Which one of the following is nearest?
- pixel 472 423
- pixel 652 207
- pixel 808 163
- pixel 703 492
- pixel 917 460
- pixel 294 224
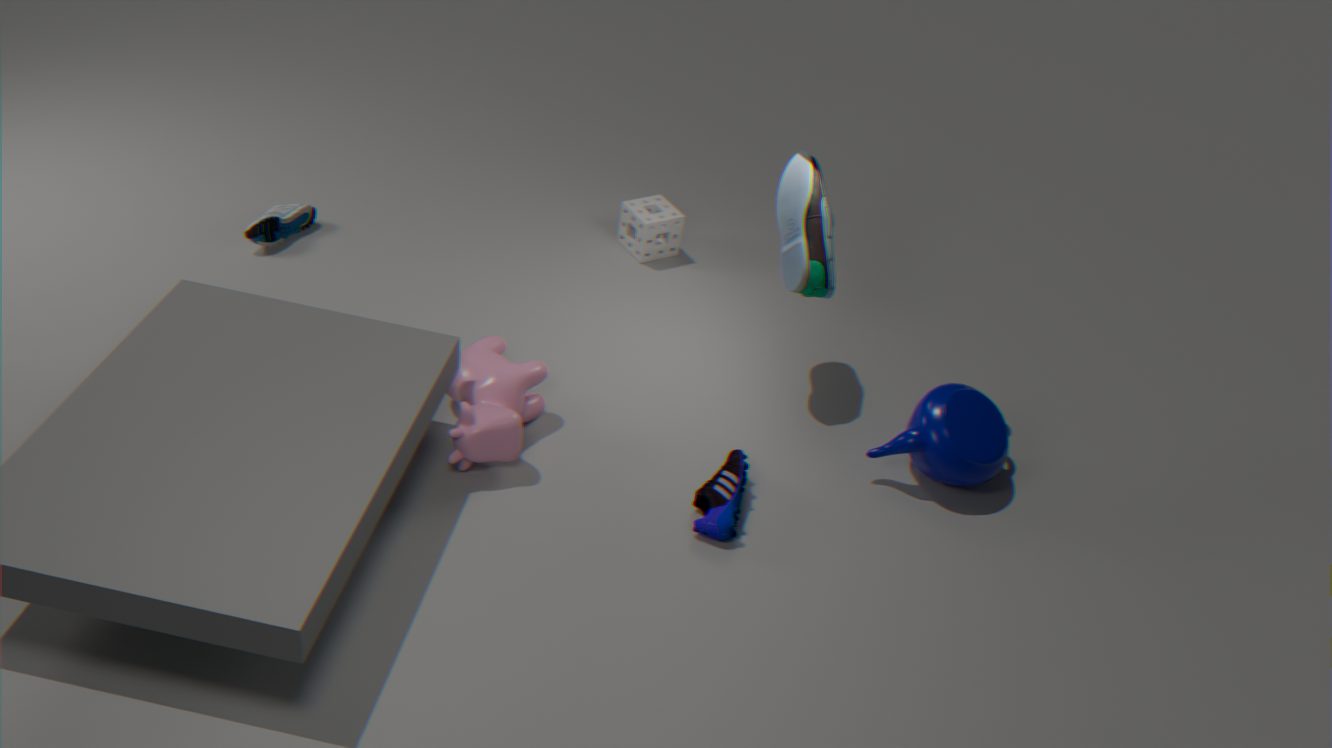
pixel 472 423
